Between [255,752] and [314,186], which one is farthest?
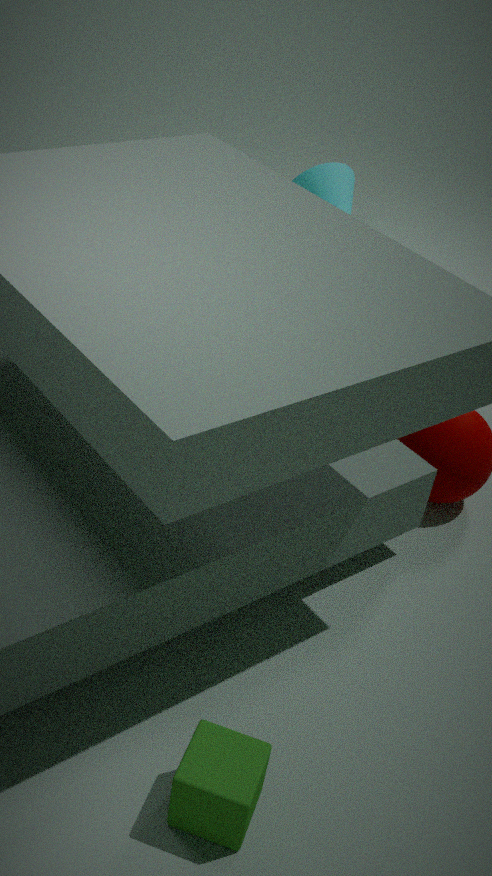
[314,186]
